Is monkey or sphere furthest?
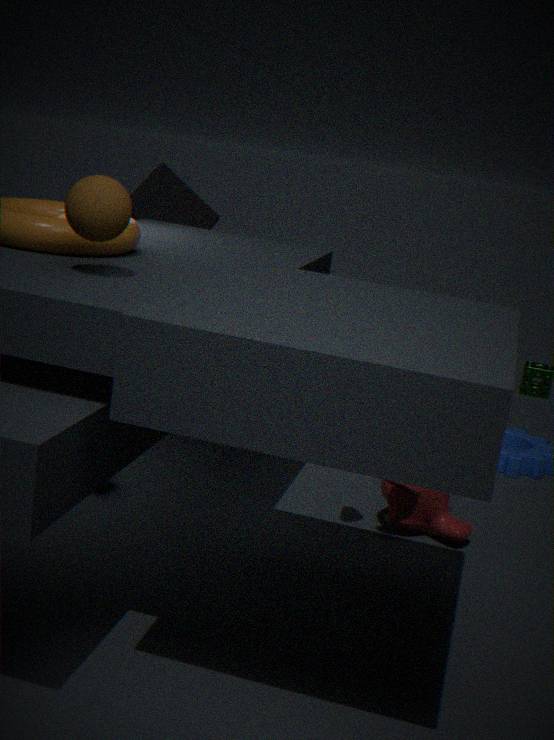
monkey
